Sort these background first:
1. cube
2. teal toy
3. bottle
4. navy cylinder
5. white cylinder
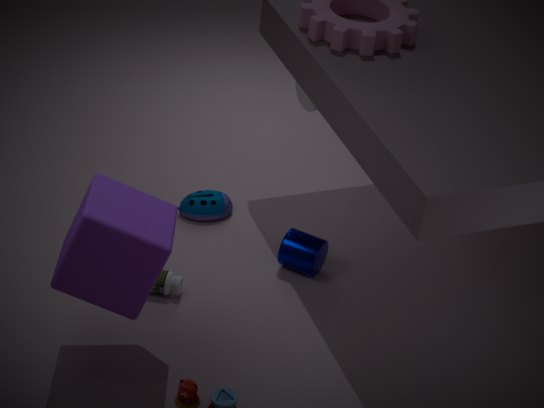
teal toy < white cylinder < navy cylinder < bottle < cube
